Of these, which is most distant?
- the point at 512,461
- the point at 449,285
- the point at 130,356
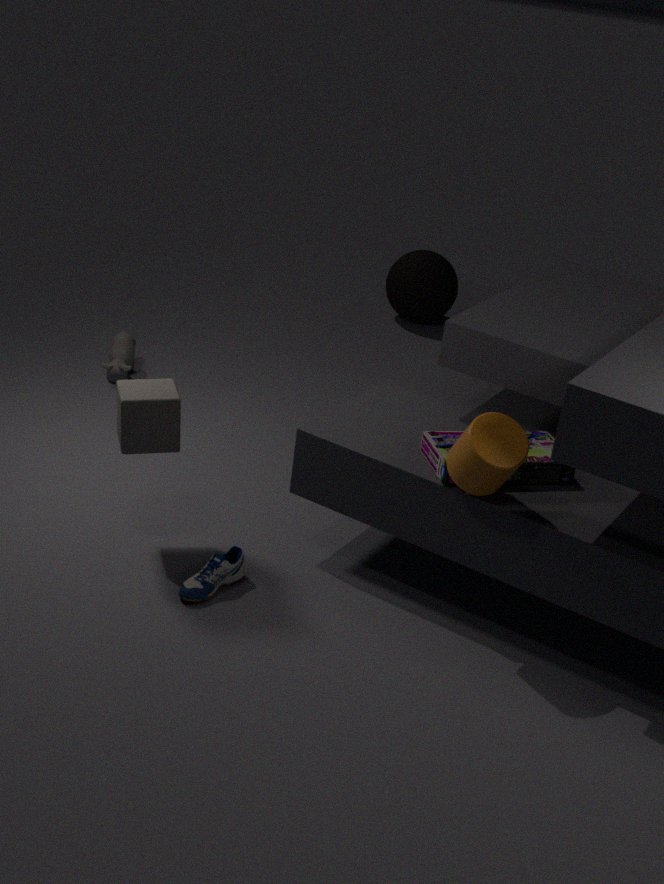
the point at 449,285
